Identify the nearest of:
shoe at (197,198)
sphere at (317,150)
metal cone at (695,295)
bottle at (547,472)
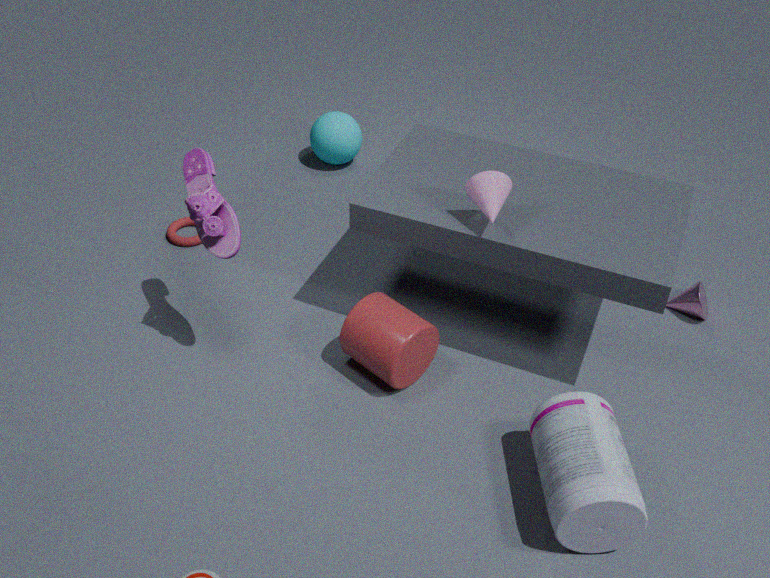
bottle at (547,472)
